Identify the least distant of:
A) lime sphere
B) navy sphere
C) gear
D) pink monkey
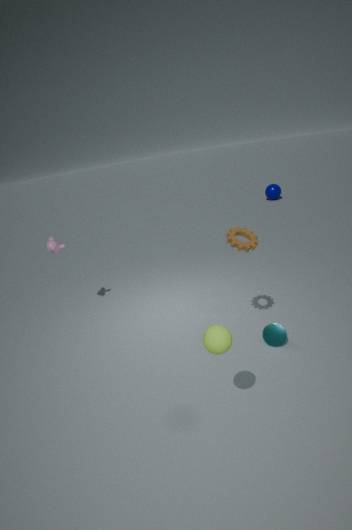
lime sphere
